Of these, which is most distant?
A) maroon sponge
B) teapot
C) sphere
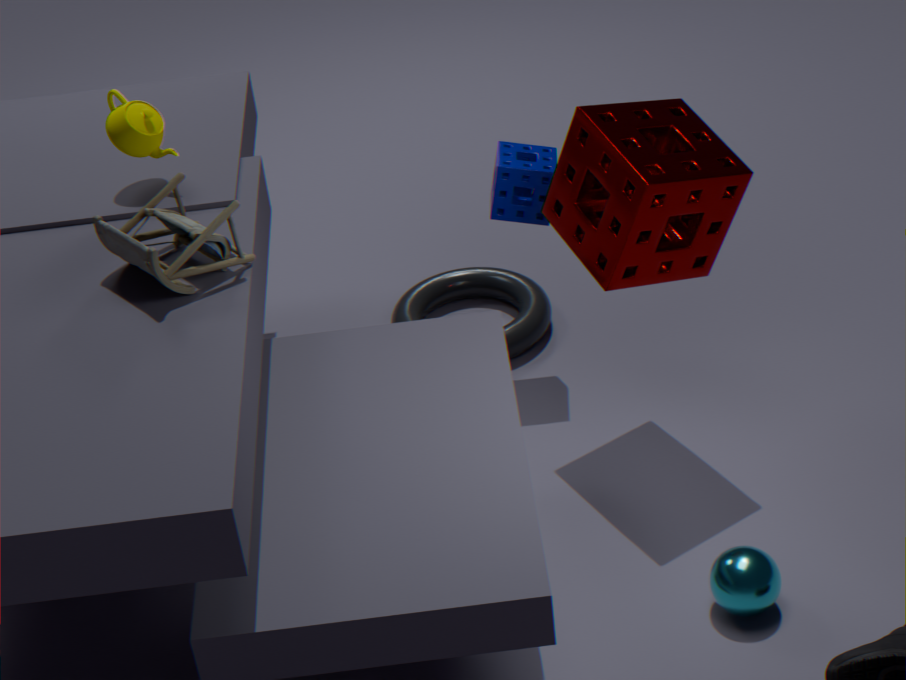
teapot
